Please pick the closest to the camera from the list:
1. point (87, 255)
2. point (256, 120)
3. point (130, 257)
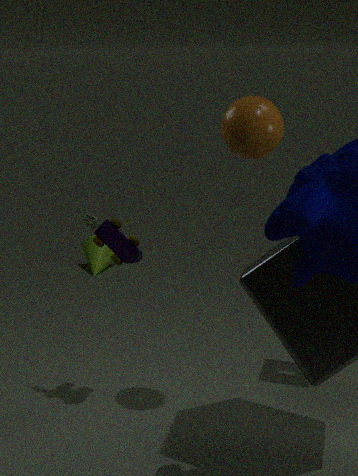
point (256, 120)
